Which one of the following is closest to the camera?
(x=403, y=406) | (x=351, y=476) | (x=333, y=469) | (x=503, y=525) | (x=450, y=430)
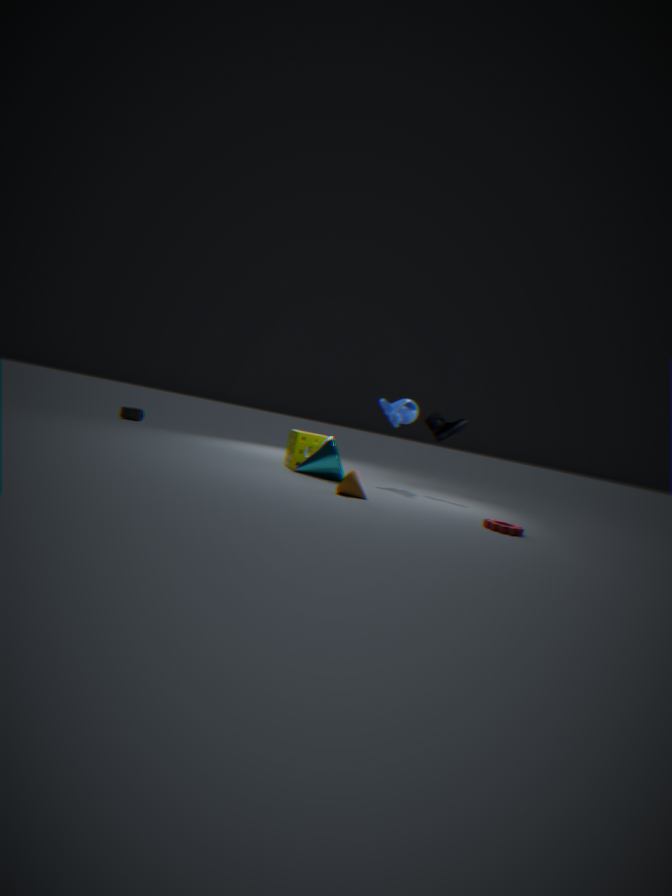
(x=503, y=525)
